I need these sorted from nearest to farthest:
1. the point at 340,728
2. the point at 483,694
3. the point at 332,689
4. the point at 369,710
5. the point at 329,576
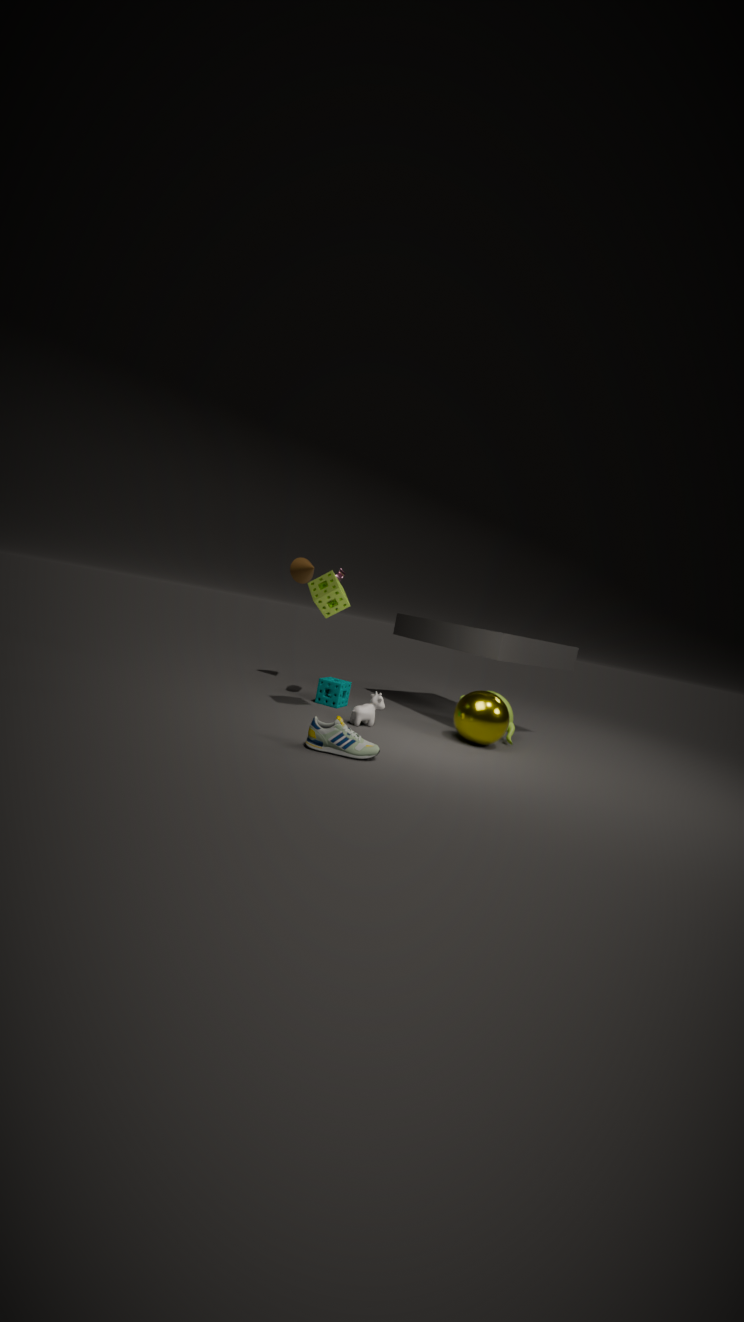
the point at 340,728 → the point at 329,576 → the point at 369,710 → the point at 483,694 → the point at 332,689
